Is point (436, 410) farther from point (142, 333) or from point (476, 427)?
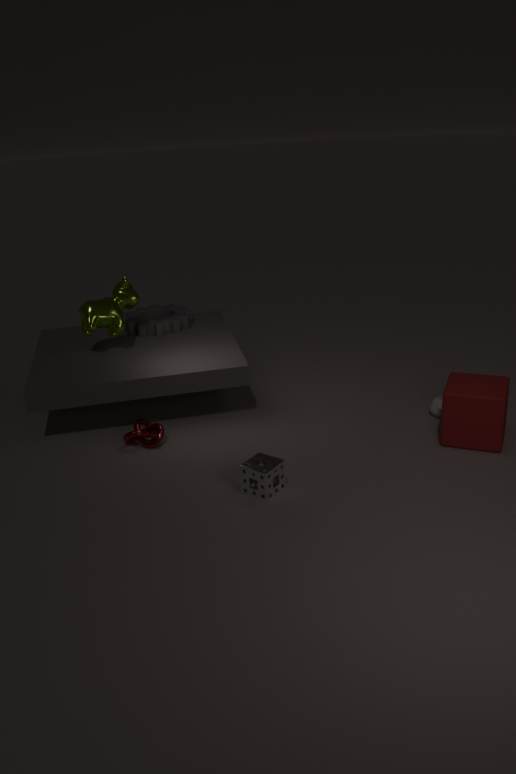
point (142, 333)
